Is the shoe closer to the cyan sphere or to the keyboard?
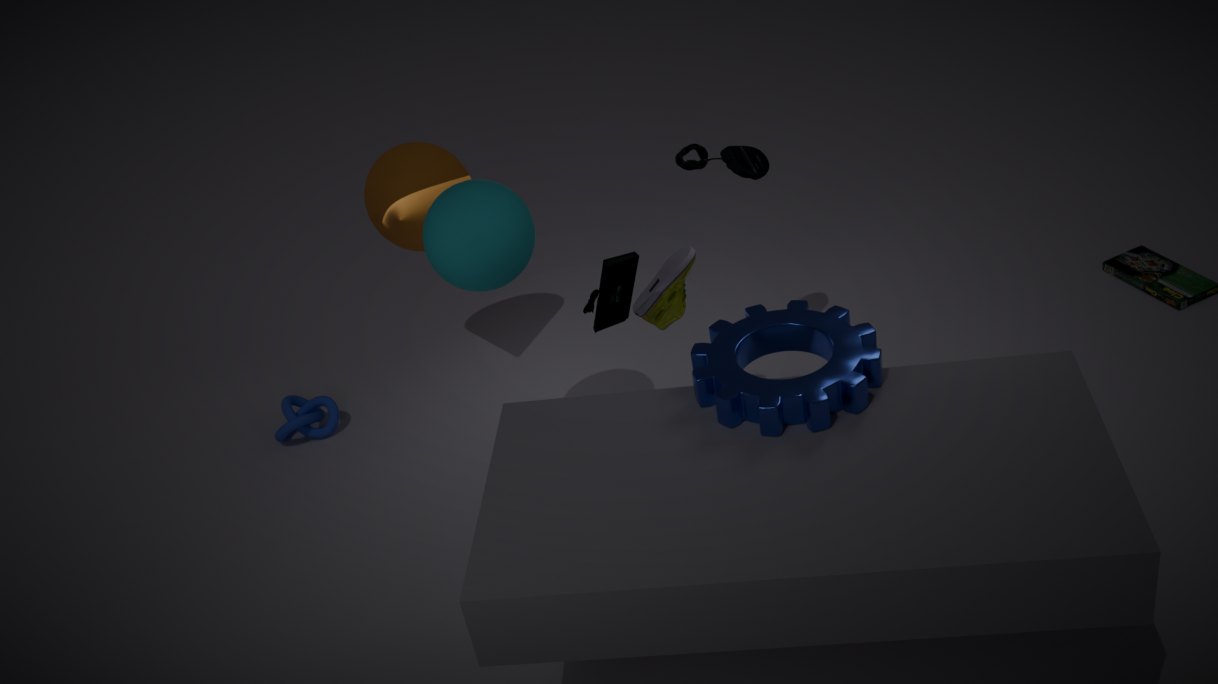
the keyboard
